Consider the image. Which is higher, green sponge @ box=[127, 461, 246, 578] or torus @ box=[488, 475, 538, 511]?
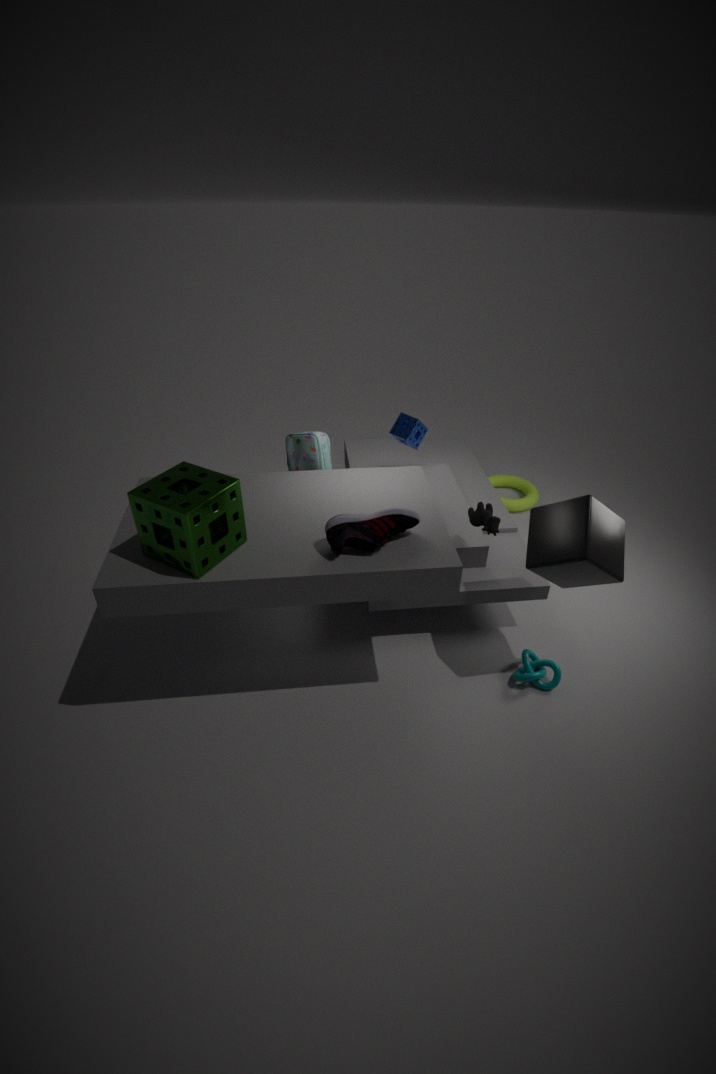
green sponge @ box=[127, 461, 246, 578]
